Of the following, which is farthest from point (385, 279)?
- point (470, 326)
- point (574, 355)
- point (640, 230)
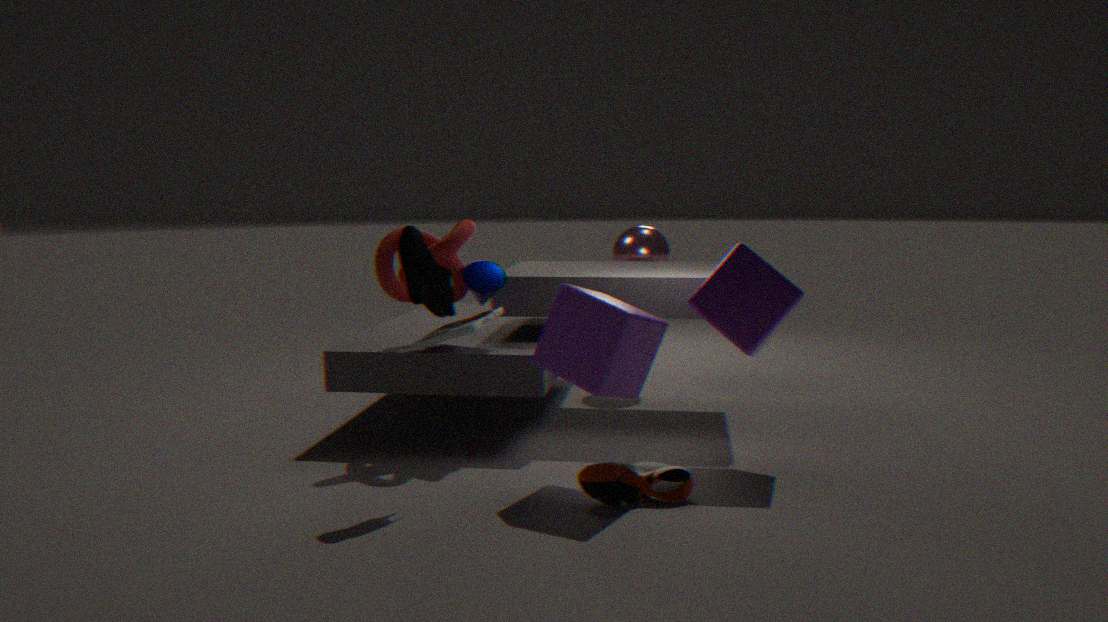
point (640, 230)
